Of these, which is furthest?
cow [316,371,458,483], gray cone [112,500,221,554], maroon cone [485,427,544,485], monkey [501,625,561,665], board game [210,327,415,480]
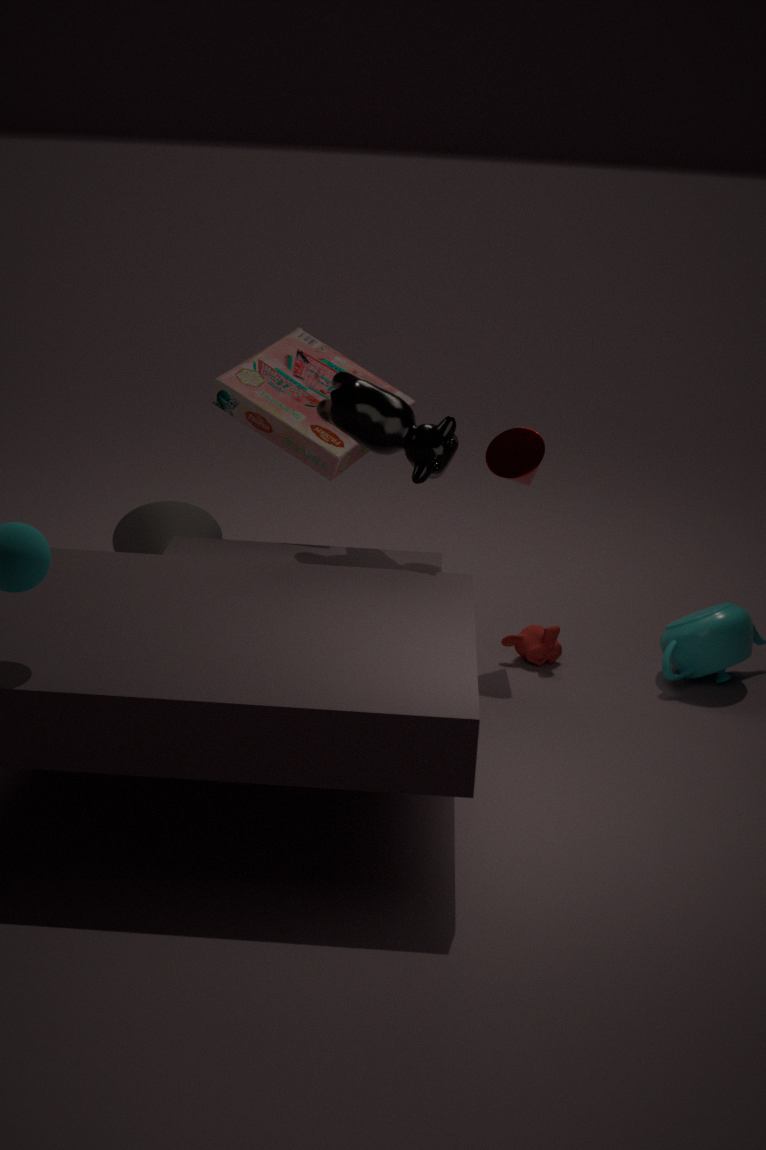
gray cone [112,500,221,554]
